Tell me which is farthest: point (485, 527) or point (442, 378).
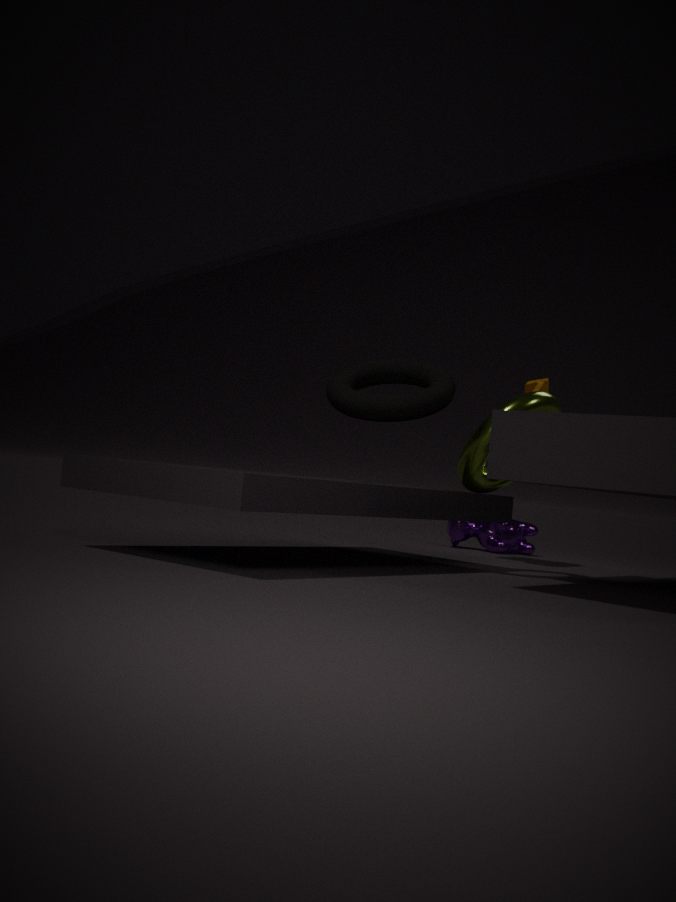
point (485, 527)
